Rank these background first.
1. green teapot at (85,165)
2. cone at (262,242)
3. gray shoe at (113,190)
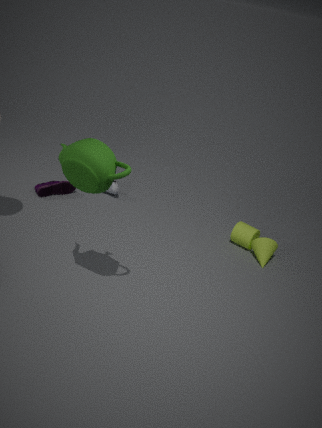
gray shoe at (113,190), cone at (262,242), green teapot at (85,165)
